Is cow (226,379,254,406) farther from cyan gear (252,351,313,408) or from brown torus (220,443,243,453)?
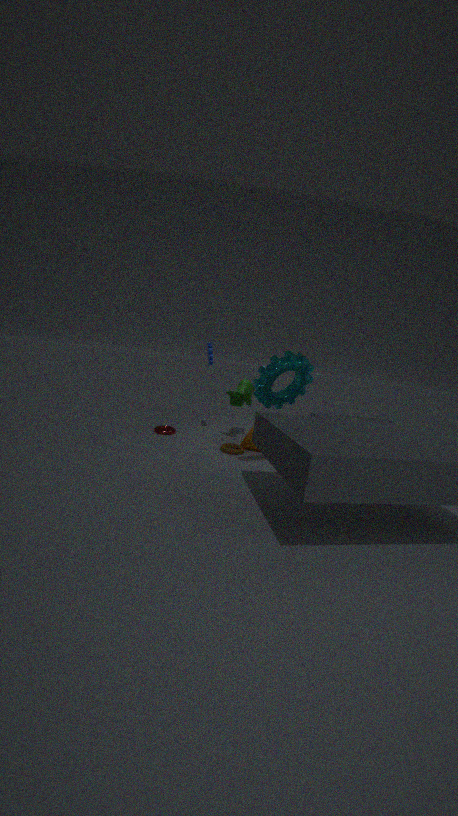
cyan gear (252,351,313,408)
